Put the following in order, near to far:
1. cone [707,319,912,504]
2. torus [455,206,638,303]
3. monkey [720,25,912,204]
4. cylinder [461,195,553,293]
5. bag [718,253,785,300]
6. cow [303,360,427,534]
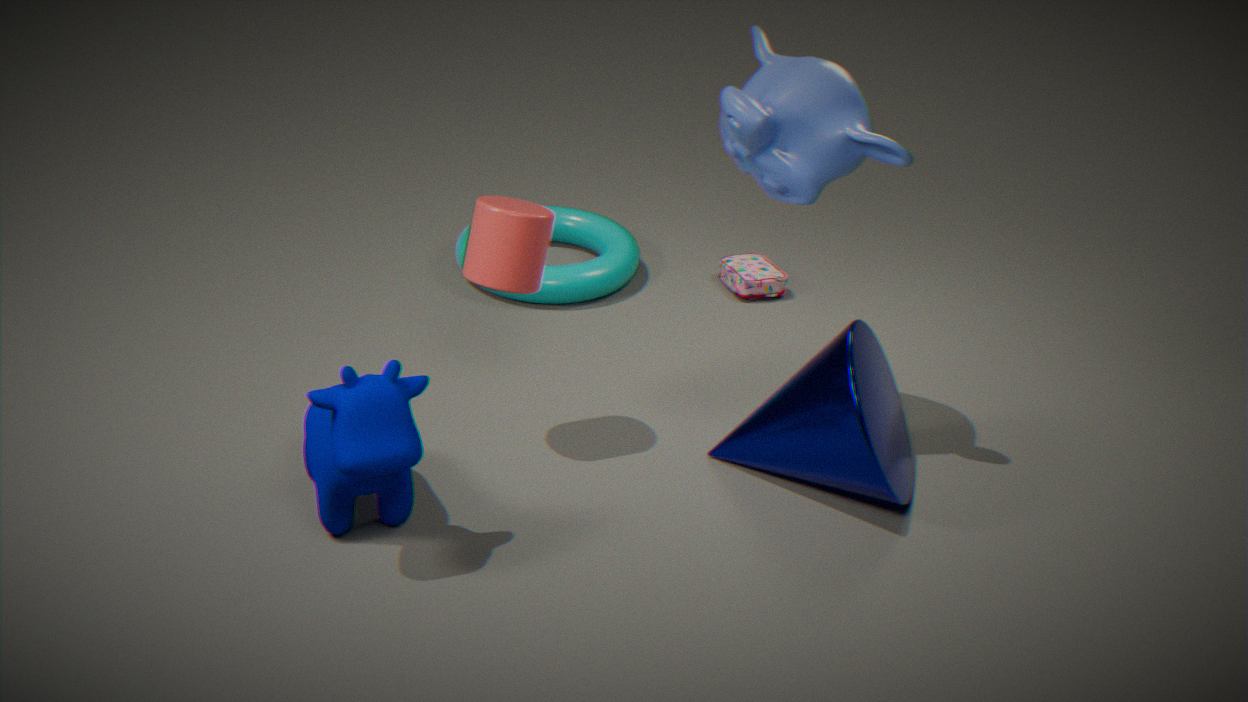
cow [303,360,427,534]
monkey [720,25,912,204]
cone [707,319,912,504]
cylinder [461,195,553,293]
torus [455,206,638,303]
bag [718,253,785,300]
